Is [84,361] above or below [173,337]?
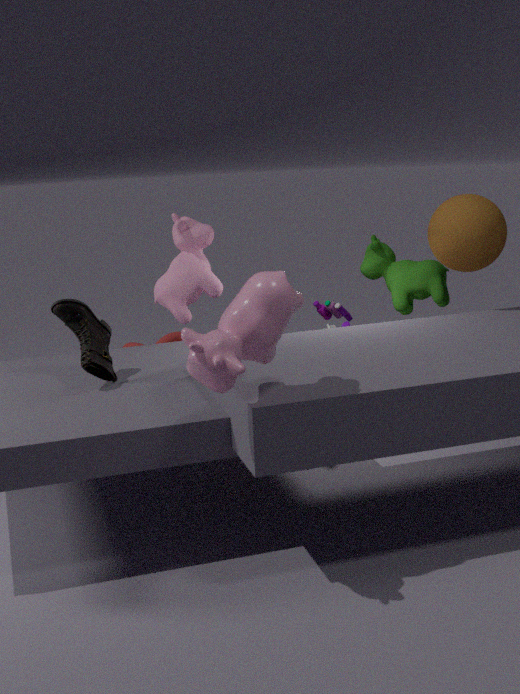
above
